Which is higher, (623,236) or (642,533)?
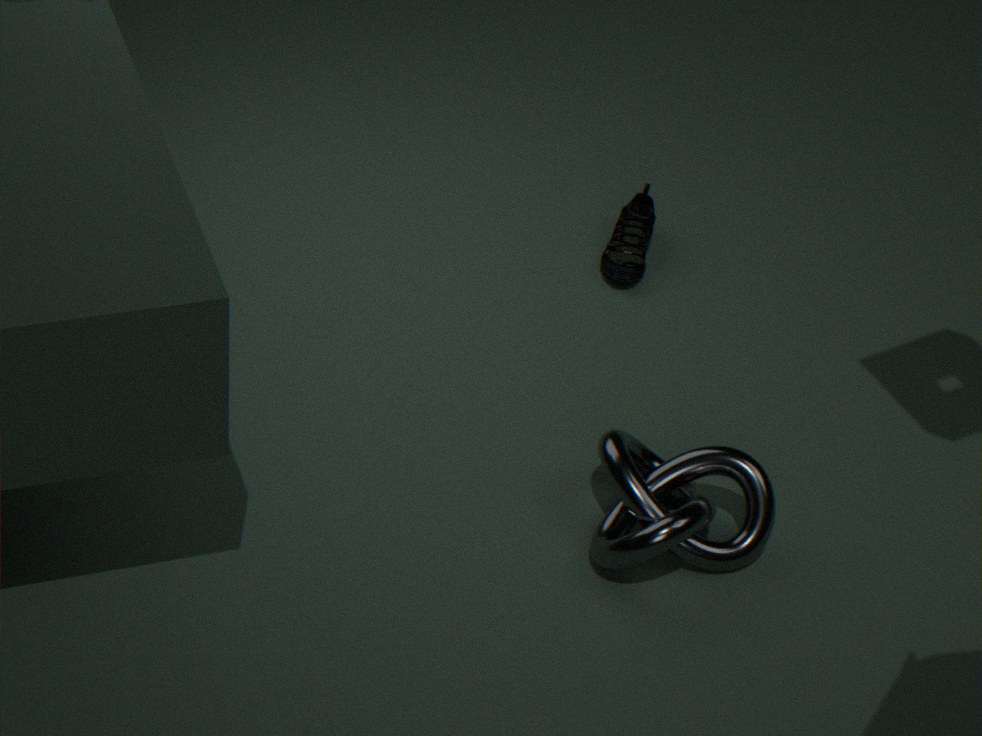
(642,533)
